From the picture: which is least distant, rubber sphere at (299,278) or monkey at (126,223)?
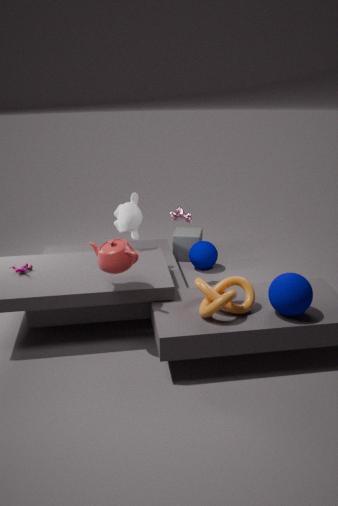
rubber sphere at (299,278)
